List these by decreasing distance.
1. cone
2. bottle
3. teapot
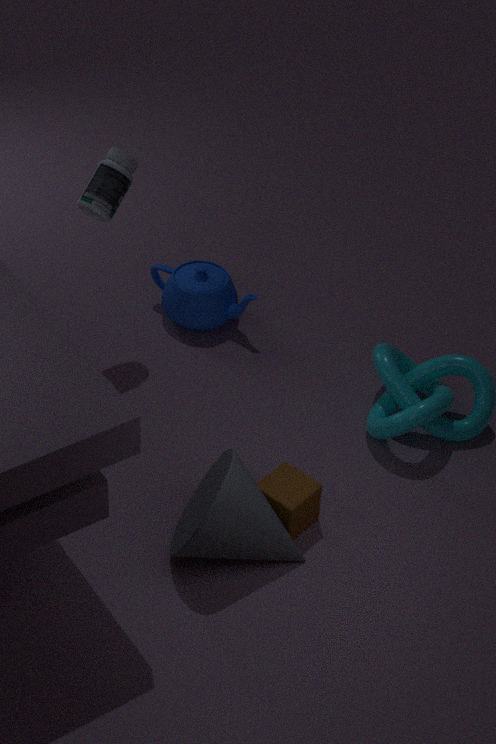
teapot < bottle < cone
